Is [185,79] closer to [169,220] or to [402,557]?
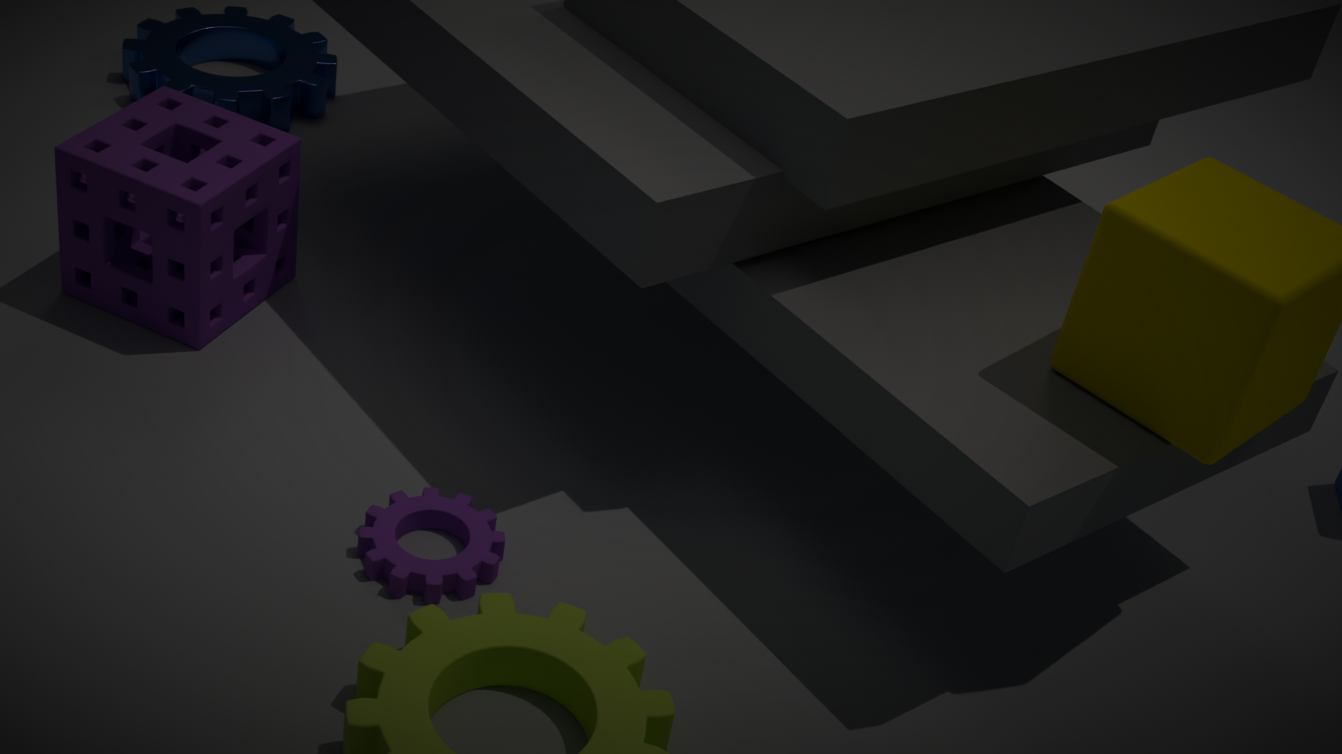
[169,220]
